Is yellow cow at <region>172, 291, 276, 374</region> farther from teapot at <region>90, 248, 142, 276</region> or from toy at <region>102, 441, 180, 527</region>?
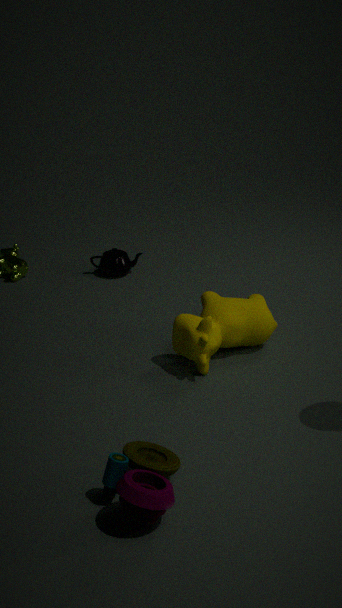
teapot at <region>90, 248, 142, 276</region>
